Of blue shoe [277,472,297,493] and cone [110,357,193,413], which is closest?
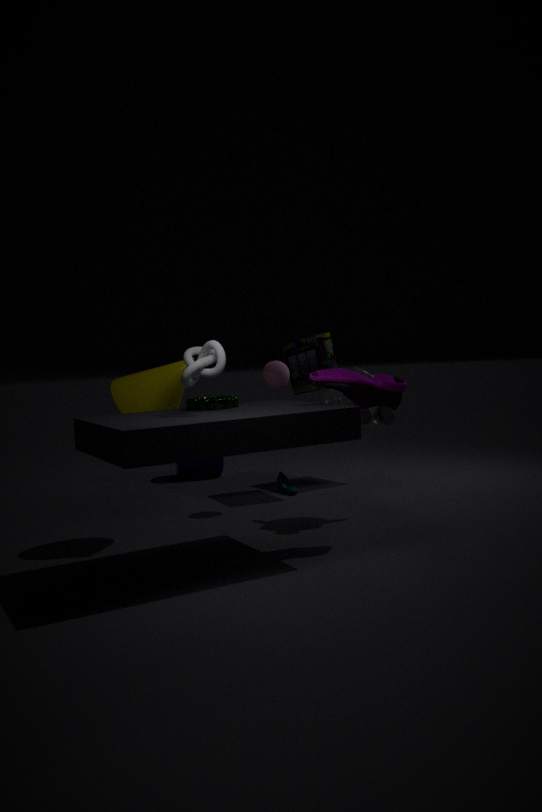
cone [110,357,193,413]
